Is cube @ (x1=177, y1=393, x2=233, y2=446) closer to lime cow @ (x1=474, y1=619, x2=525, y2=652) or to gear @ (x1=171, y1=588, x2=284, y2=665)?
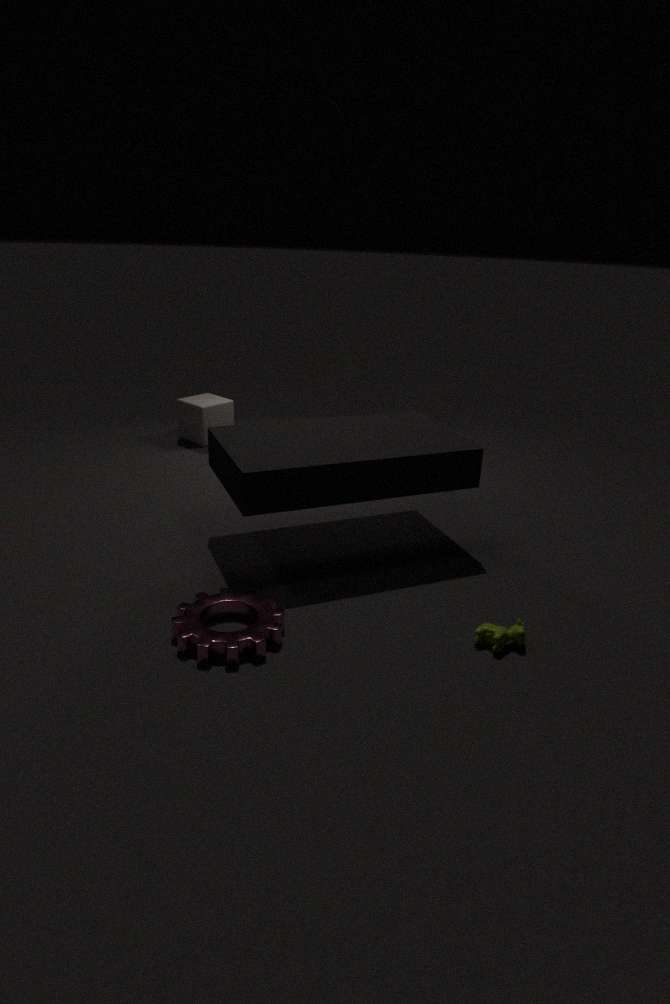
gear @ (x1=171, y1=588, x2=284, y2=665)
